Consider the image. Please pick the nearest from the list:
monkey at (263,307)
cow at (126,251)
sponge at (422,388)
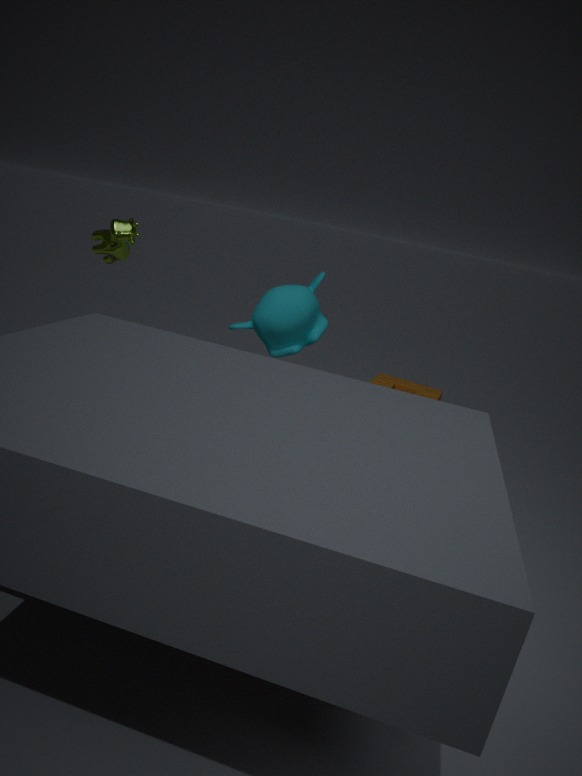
cow at (126,251)
